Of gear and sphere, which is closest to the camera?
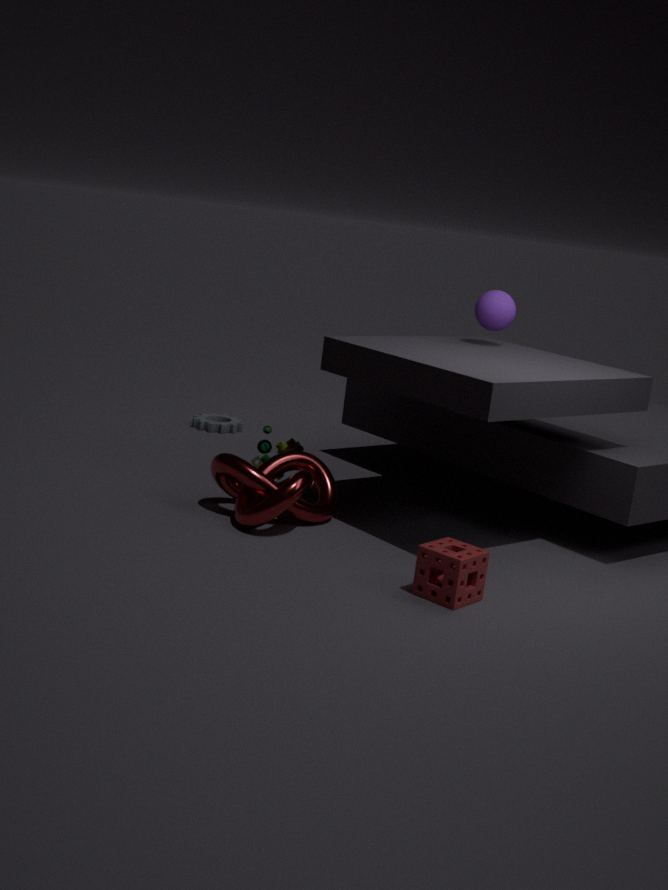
sphere
